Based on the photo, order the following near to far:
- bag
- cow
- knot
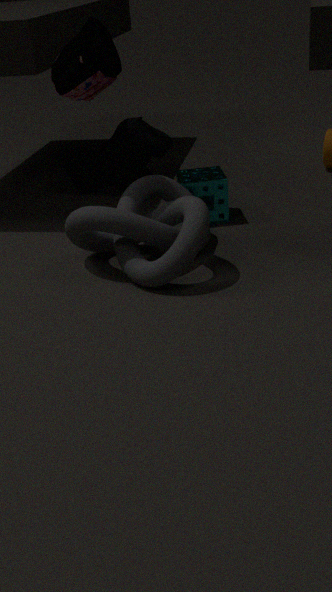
knot, bag, cow
